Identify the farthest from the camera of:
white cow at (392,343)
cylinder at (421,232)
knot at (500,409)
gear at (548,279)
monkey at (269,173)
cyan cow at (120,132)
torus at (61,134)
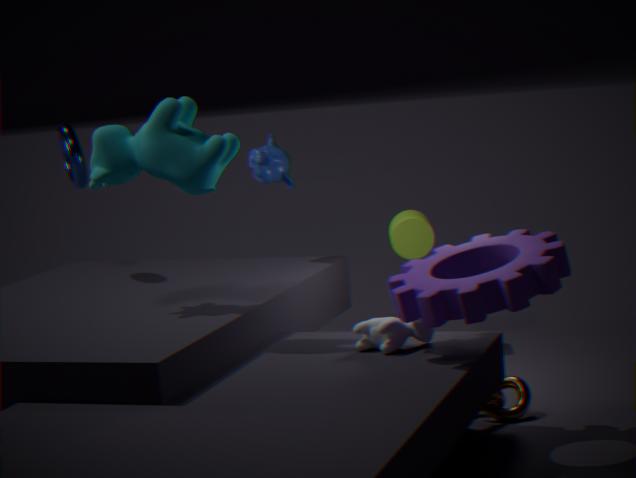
cylinder at (421,232)
